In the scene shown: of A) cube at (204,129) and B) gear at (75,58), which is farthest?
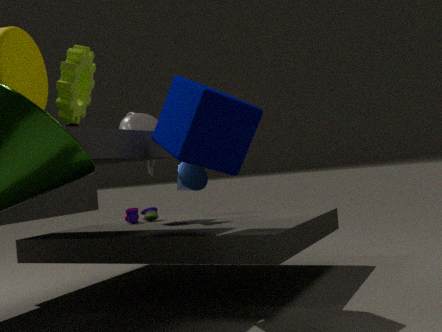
A. cube at (204,129)
